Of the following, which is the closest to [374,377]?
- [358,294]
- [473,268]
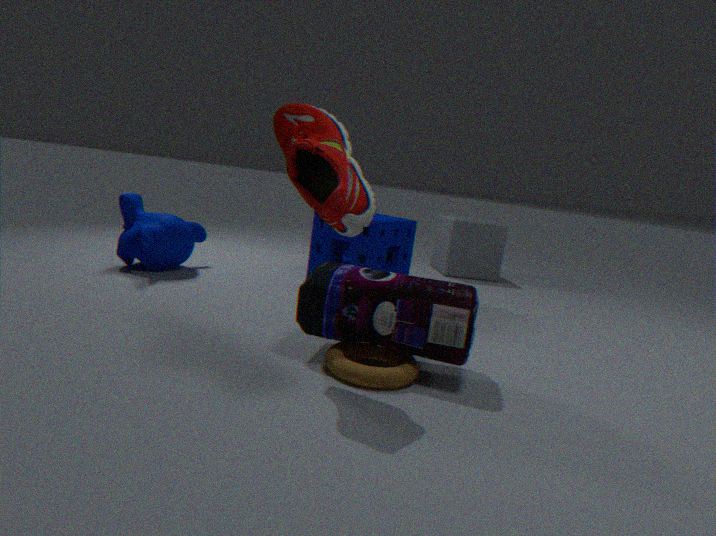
[358,294]
